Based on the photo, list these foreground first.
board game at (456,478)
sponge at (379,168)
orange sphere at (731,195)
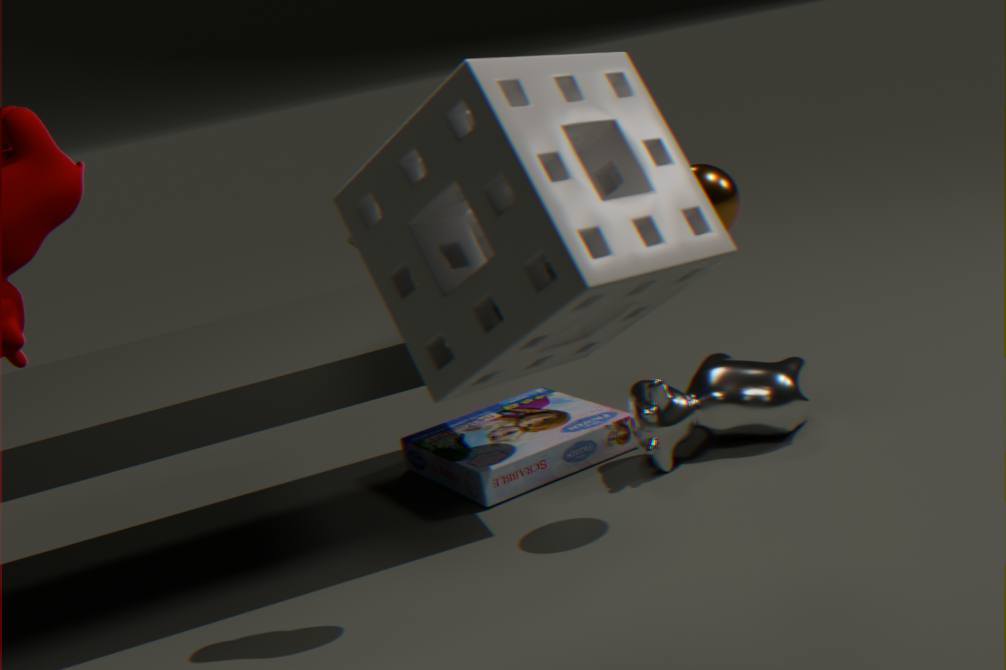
1. sponge at (379,168)
2. orange sphere at (731,195)
3. board game at (456,478)
